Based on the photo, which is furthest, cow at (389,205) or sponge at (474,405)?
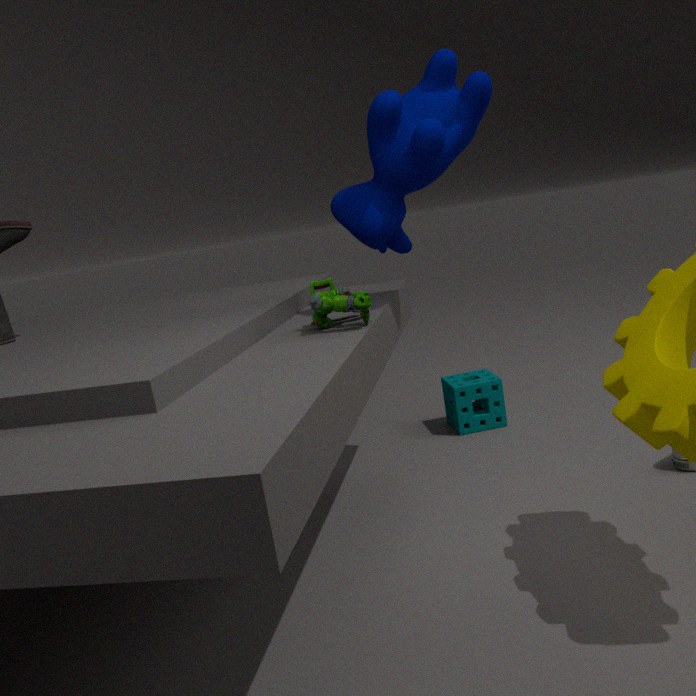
sponge at (474,405)
